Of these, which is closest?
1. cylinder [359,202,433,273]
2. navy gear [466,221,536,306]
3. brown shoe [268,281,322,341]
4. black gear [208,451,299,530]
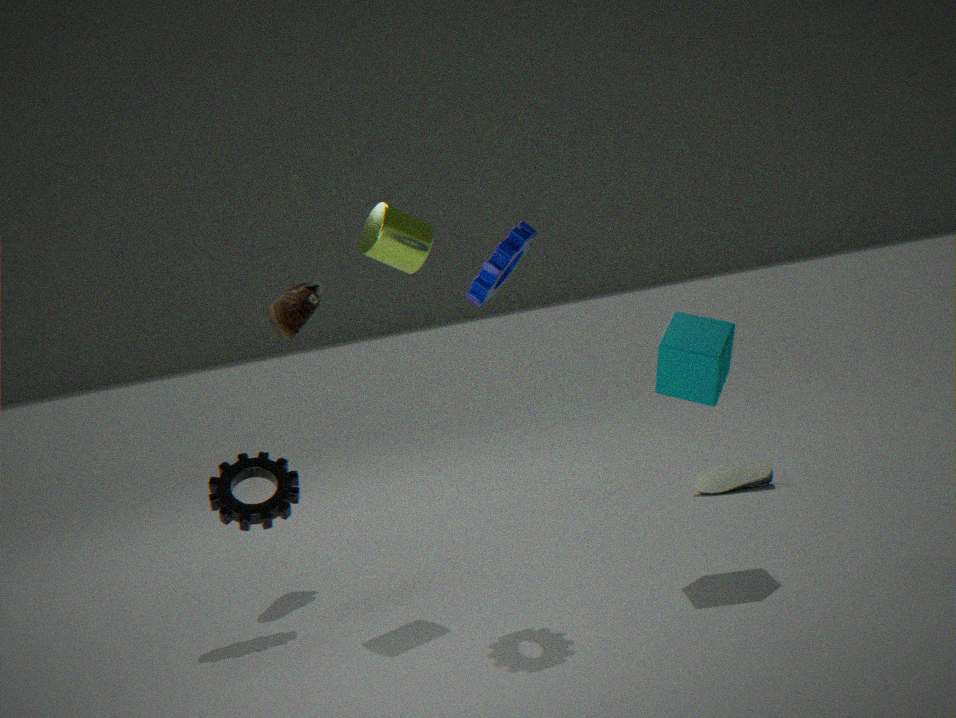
navy gear [466,221,536,306]
